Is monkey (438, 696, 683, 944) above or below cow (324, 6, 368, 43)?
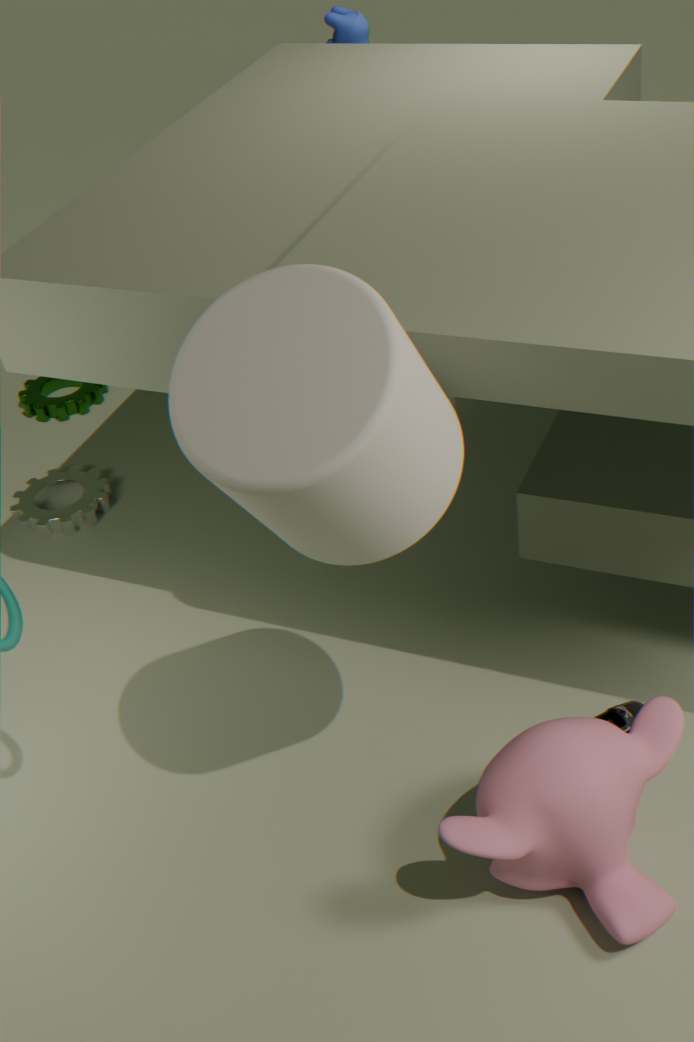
below
